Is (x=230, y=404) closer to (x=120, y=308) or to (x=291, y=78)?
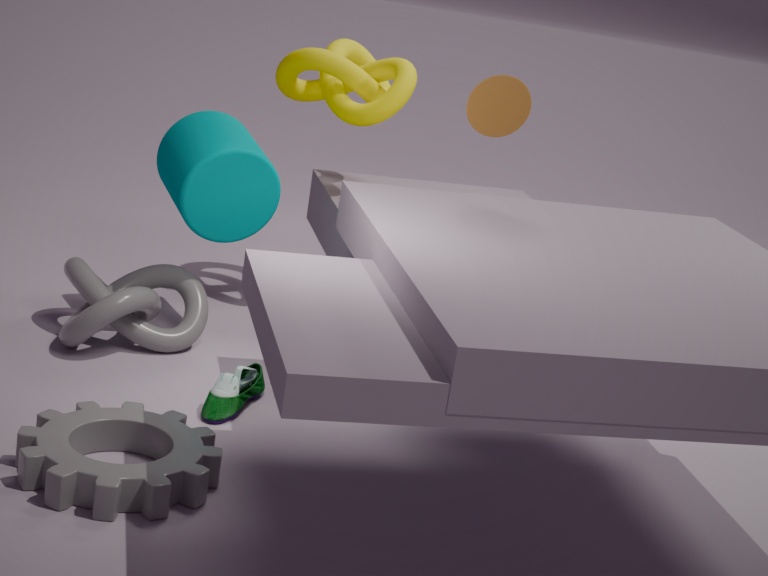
(x=120, y=308)
